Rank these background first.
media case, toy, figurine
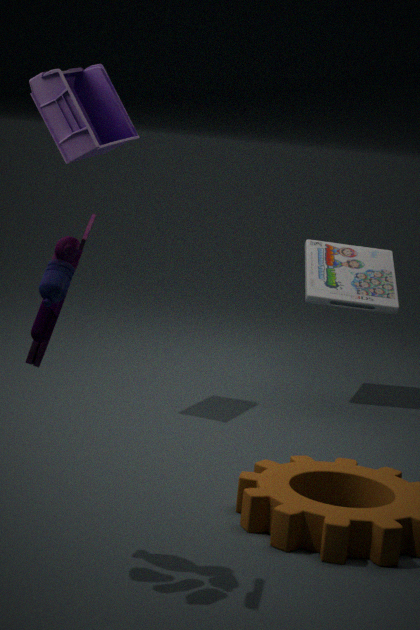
media case < figurine < toy
